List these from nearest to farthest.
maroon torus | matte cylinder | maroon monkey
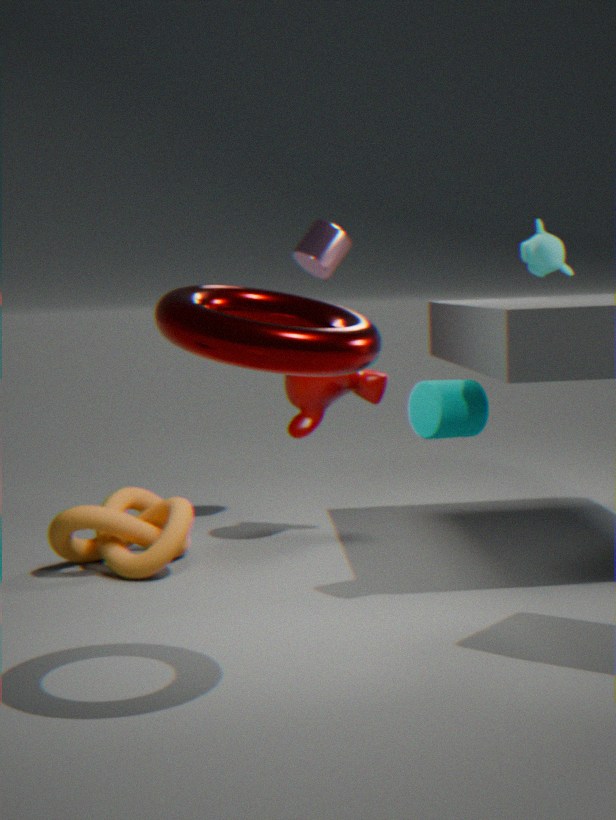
1. maroon torus
2. matte cylinder
3. maroon monkey
